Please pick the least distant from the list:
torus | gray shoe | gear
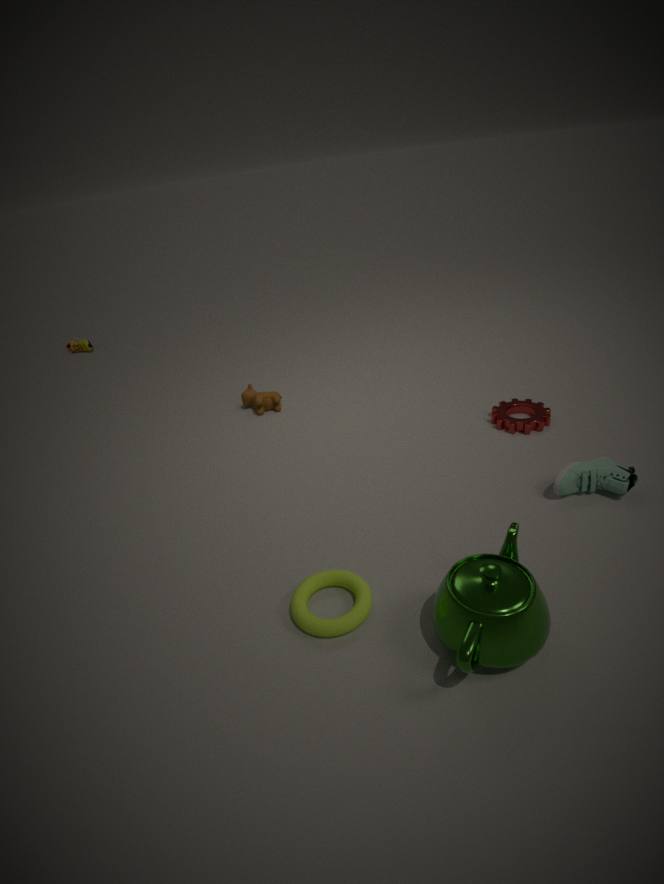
torus
